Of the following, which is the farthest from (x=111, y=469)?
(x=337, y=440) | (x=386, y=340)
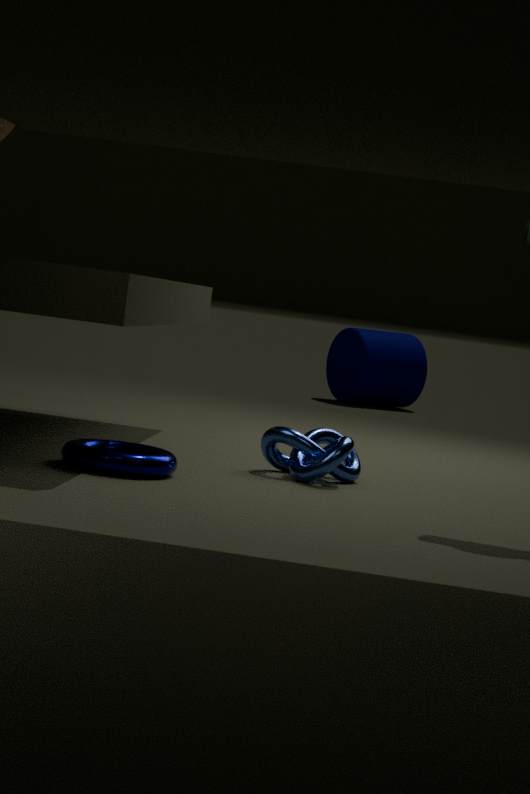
(x=386, y=340)
